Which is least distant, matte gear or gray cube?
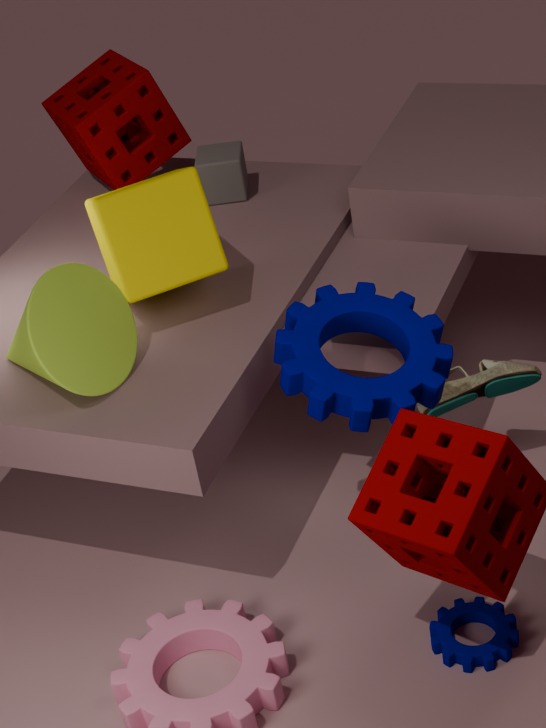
matte gear
